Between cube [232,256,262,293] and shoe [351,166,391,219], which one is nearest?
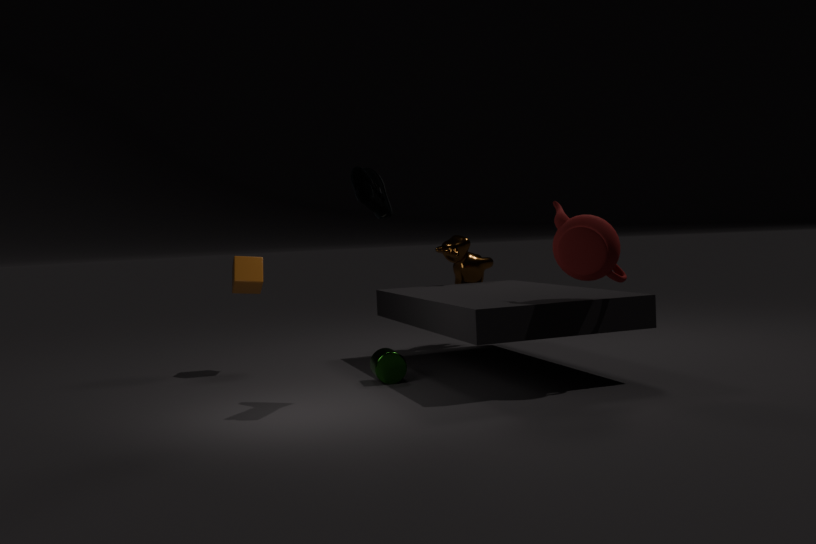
shoe [351,166,391,219]
